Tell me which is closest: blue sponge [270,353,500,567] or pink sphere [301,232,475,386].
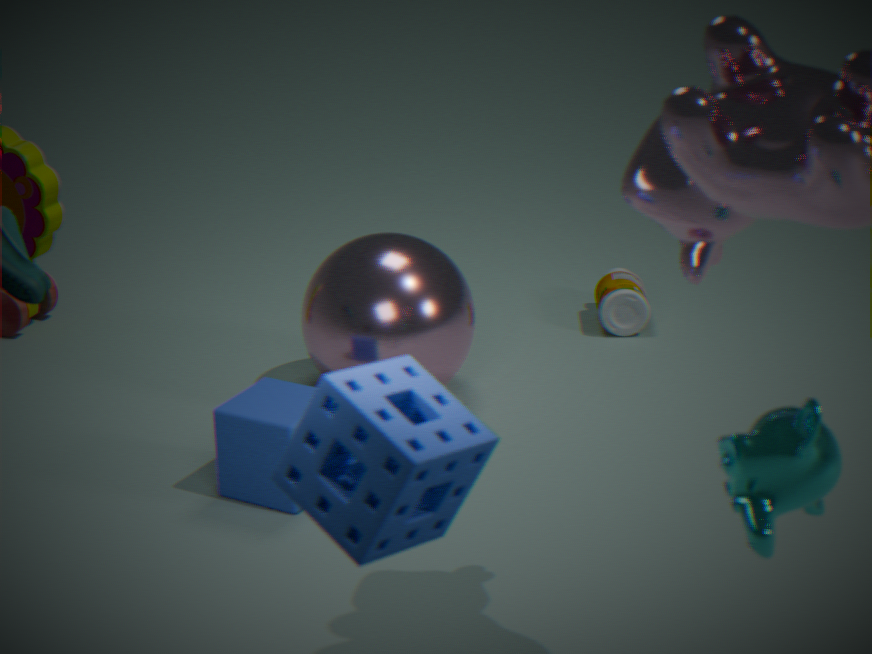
blue sponge [270,353,500,567]
